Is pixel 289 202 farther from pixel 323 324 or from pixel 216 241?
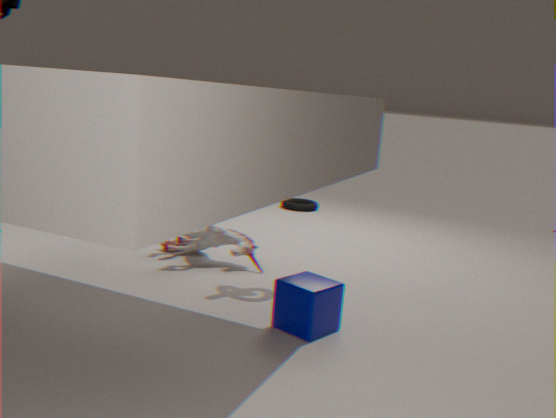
pixel 323 324
